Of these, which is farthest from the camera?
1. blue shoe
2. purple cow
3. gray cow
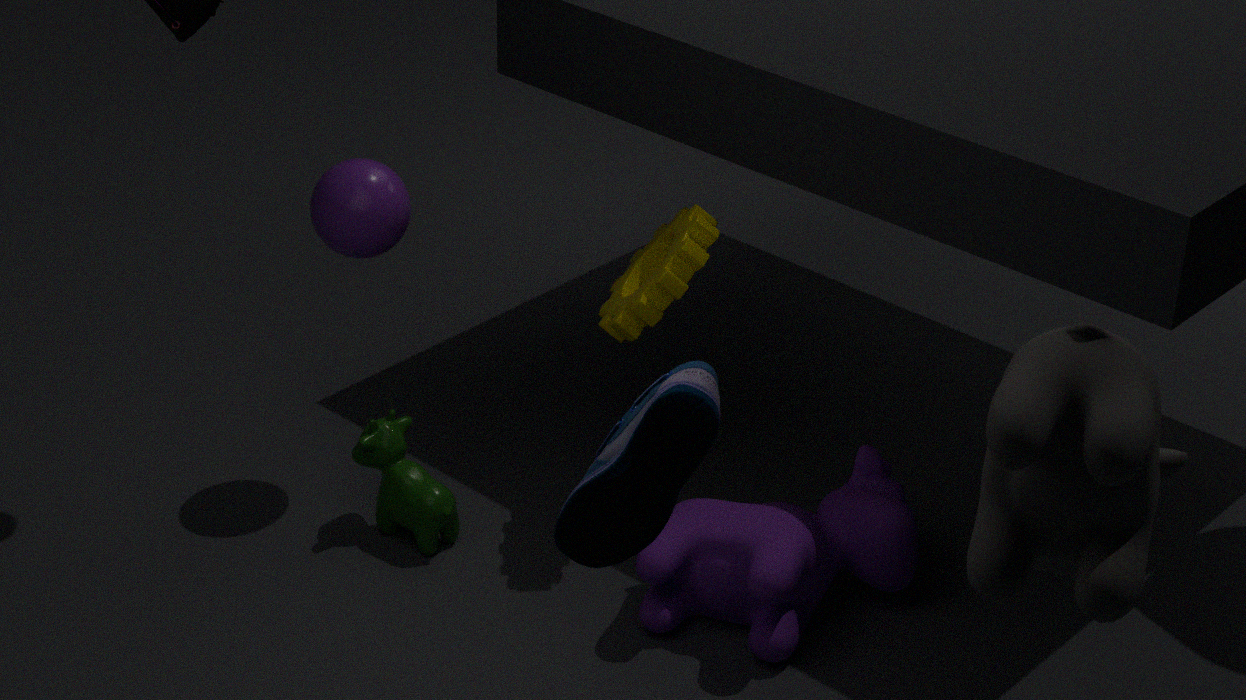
purple cow
